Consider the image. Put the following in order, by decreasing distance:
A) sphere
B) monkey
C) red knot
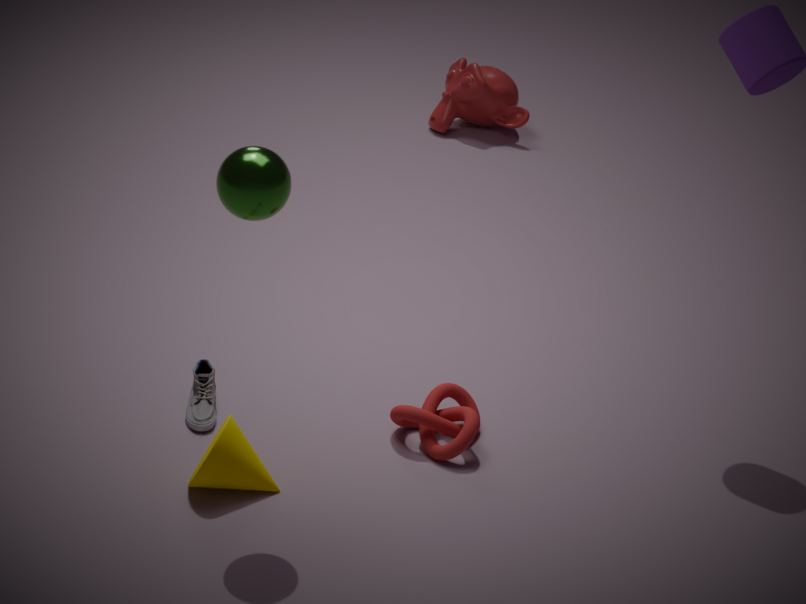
monkey < red knot < sphere
